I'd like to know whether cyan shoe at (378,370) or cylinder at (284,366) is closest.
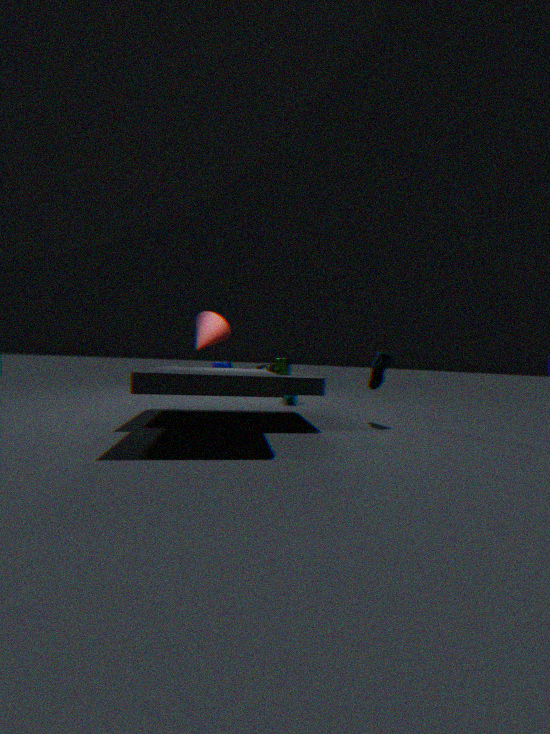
cylinder at (284,366)
